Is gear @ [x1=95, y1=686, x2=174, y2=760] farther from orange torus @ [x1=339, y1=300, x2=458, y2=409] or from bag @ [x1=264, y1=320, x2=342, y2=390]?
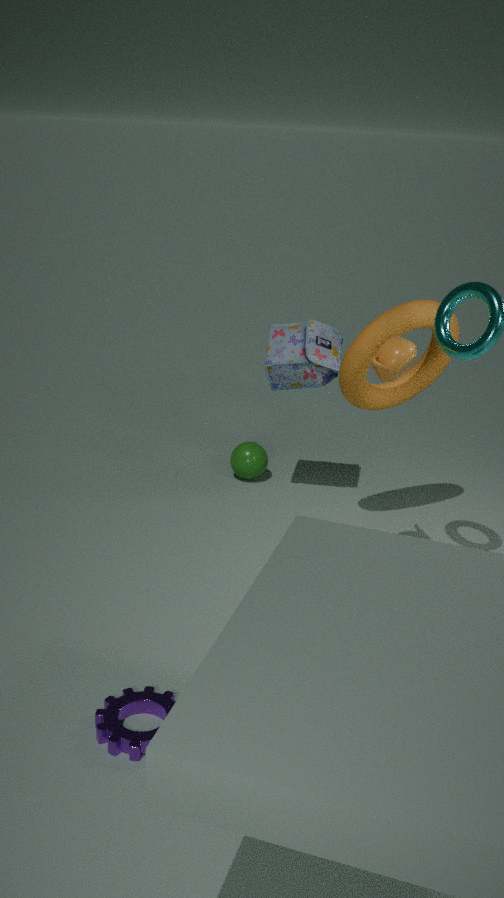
bag @ [x1=264, y1=320, x2=342, y2=390]
